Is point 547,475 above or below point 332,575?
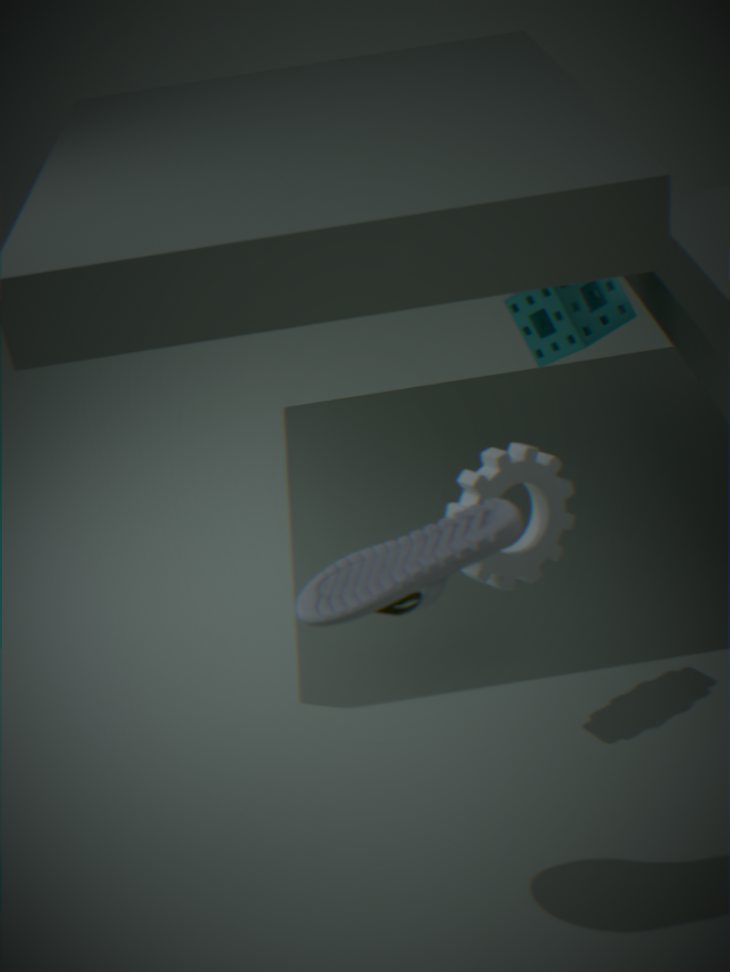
below
